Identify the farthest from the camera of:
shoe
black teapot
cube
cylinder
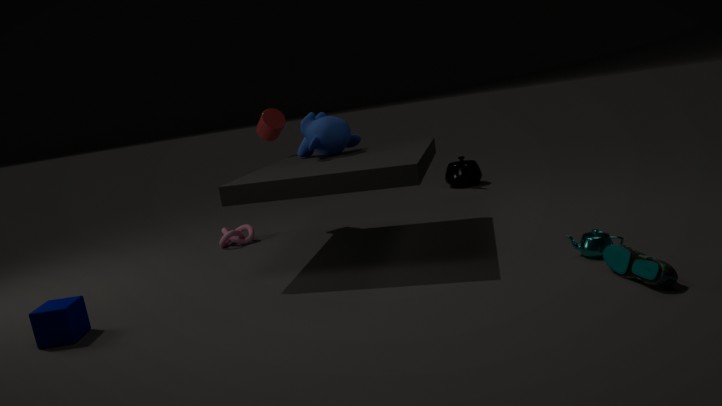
black teapot
